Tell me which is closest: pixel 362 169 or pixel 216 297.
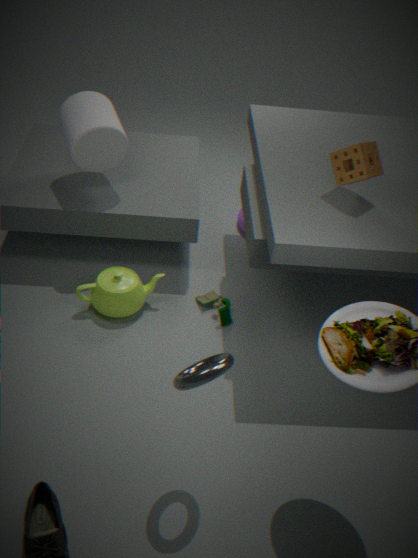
pixel 362 169
